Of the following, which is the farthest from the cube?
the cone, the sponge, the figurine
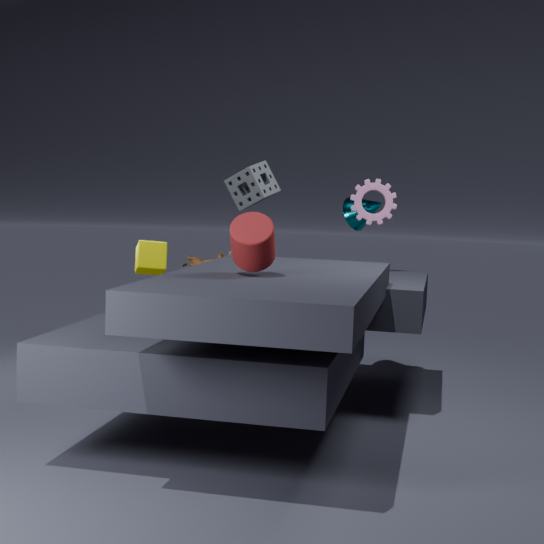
the cone
